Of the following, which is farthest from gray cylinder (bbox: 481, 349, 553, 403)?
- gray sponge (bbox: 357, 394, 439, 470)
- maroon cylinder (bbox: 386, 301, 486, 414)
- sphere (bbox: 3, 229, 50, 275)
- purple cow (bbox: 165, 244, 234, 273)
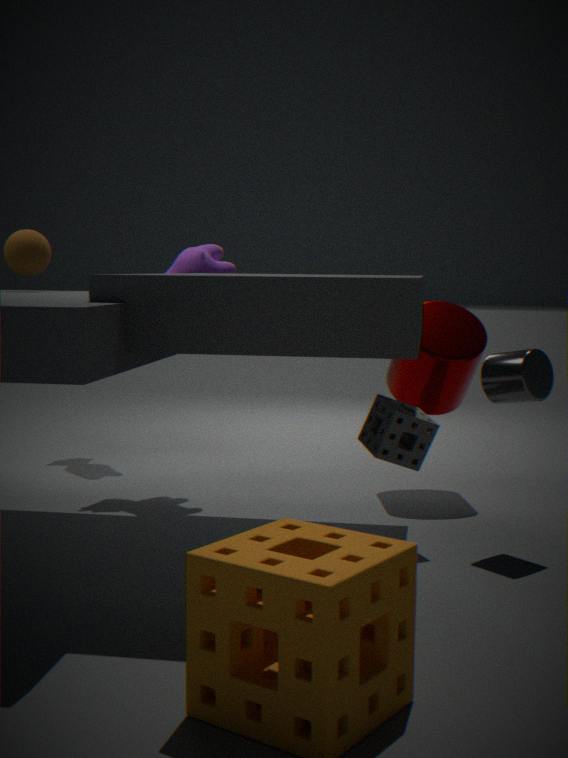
sphere (bbox: 3, 229, 50, 275)
